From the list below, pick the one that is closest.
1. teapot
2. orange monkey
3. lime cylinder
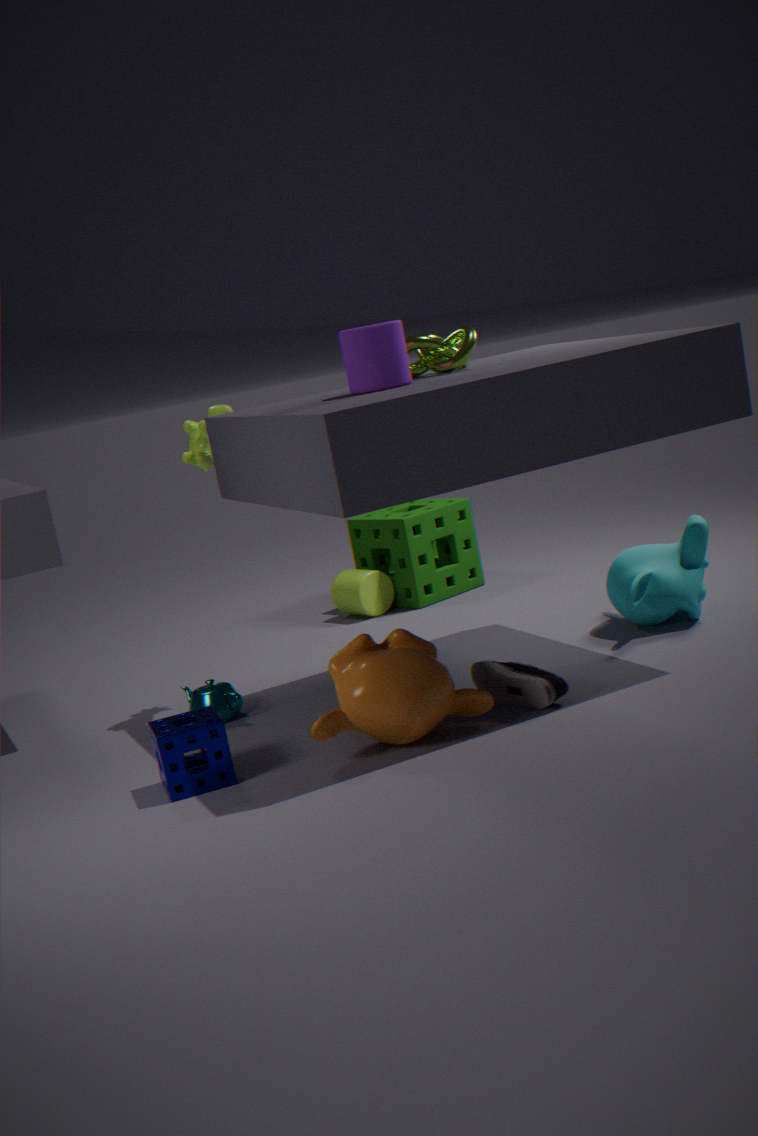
orange monkey
